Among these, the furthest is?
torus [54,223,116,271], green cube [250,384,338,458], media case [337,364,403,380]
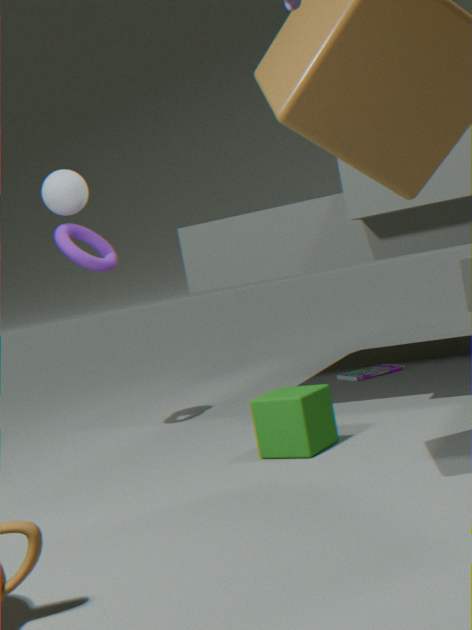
media case [337,364,403,380]
